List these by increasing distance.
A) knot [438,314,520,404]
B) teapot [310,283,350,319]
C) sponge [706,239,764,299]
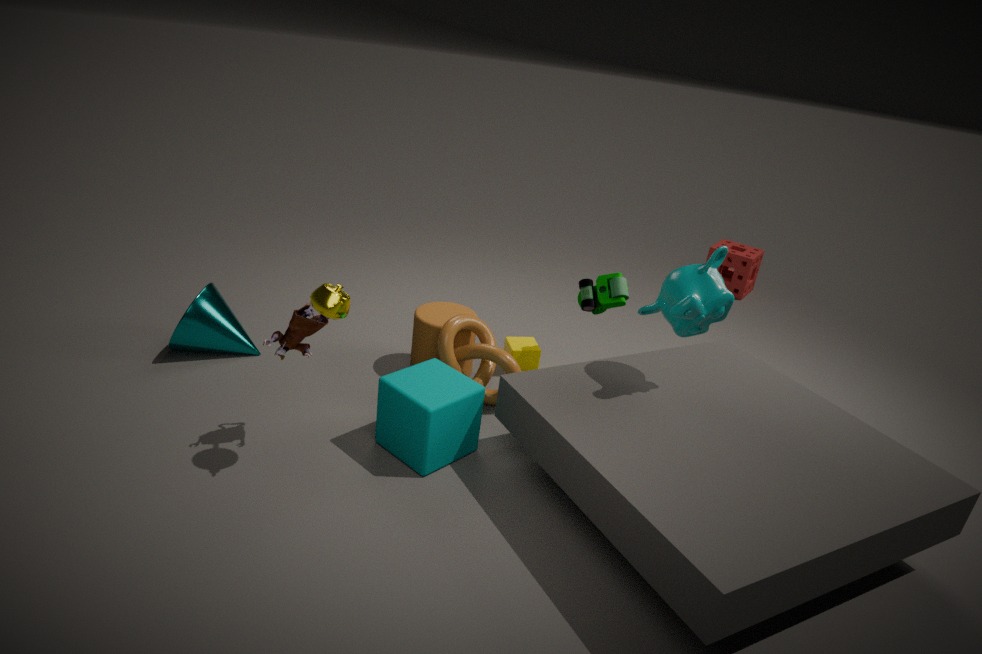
1. teapot [310,283,350,319]
2. knot [438,314,520,404]
3. sponge [706,239,764,299]
